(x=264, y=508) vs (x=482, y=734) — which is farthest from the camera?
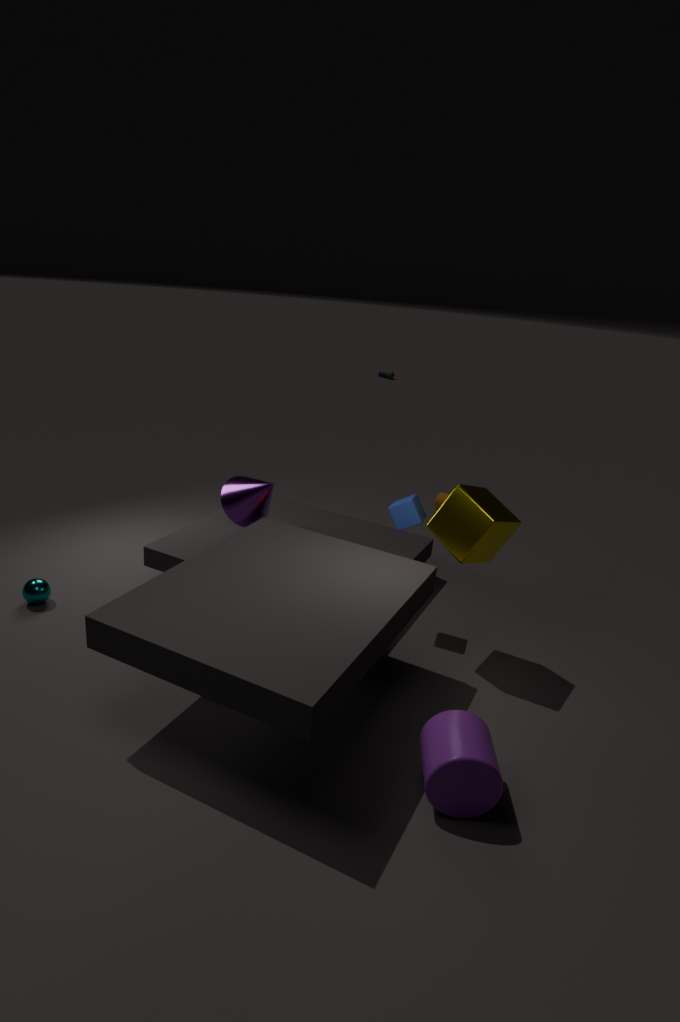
(x=264, y=508)
